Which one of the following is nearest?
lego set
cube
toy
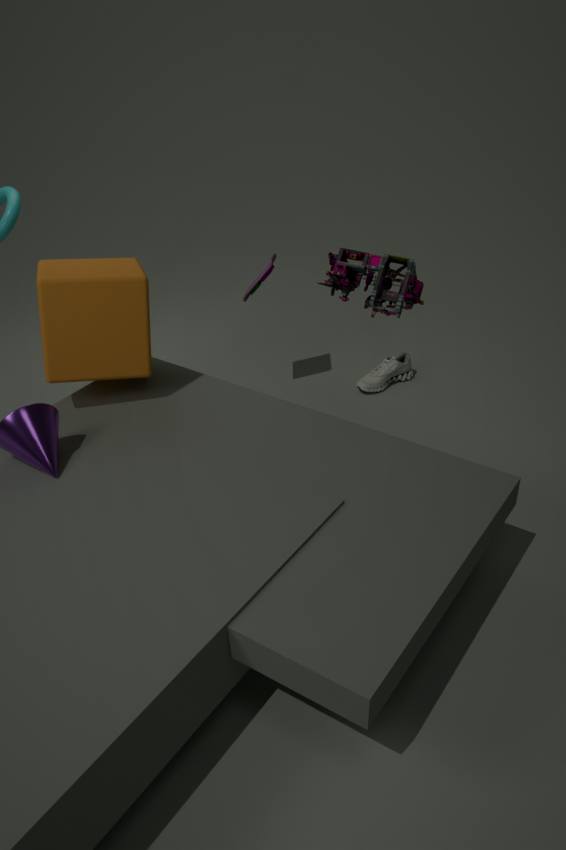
lego set
